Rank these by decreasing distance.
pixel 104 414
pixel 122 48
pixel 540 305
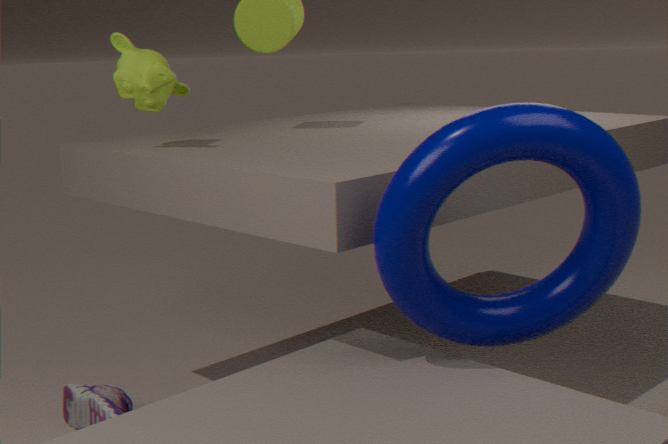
pixel 122 48, pixel 104 414, pixel 540 305
